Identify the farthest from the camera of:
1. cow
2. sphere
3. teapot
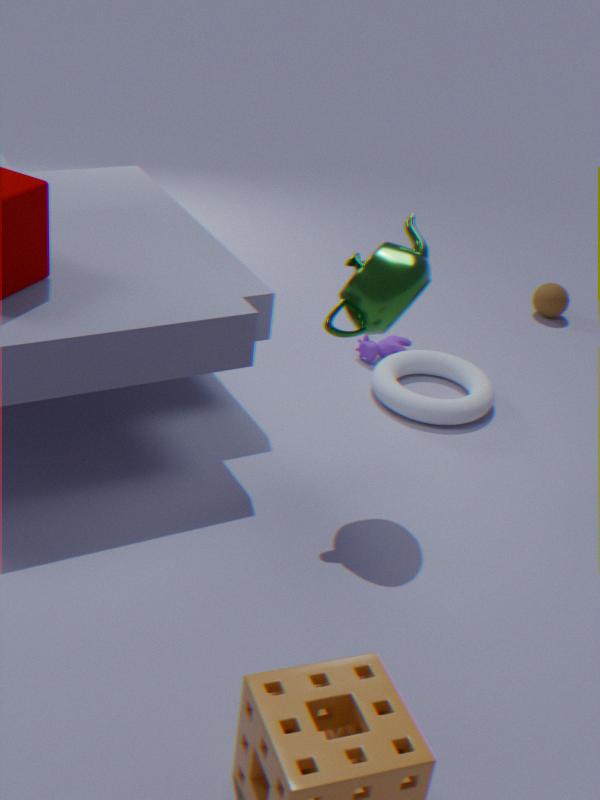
sphere
